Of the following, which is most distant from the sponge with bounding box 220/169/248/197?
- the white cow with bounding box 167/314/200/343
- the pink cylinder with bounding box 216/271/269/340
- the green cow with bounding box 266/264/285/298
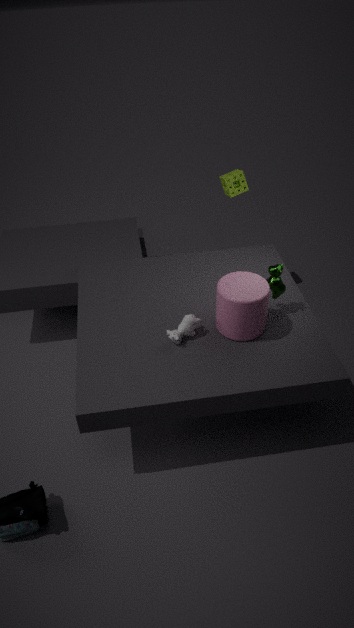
the white cow with bounding box 167/314/200/343
